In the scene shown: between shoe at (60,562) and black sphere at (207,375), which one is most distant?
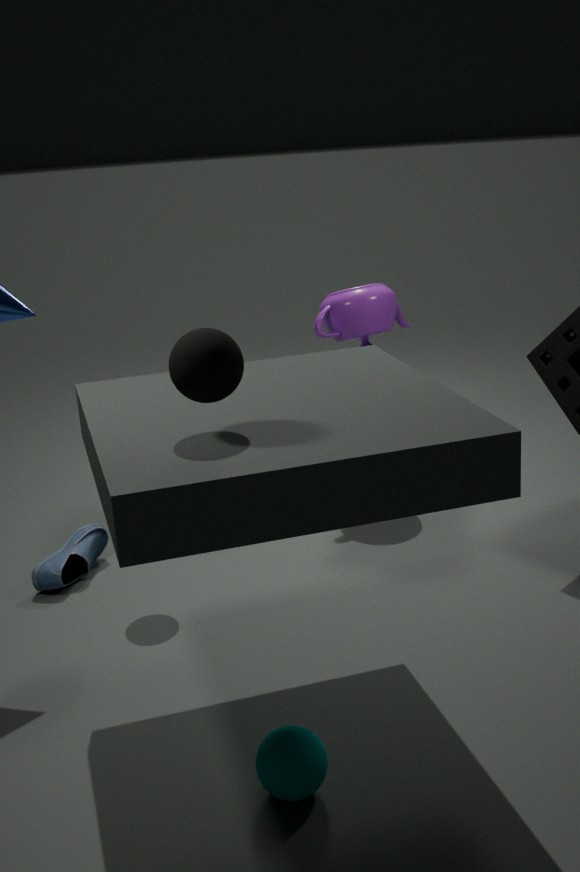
shoe at (60,562)
